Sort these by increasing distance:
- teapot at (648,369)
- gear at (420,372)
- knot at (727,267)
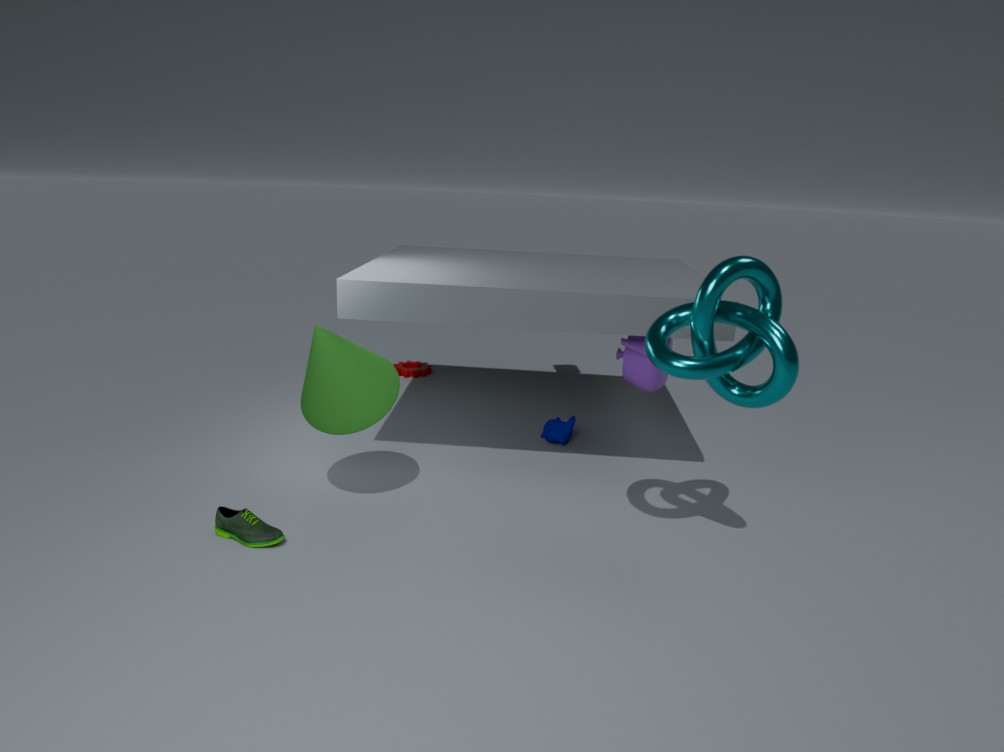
knot at (727,267) → teapot at (648,369) → gear at (420,372)
